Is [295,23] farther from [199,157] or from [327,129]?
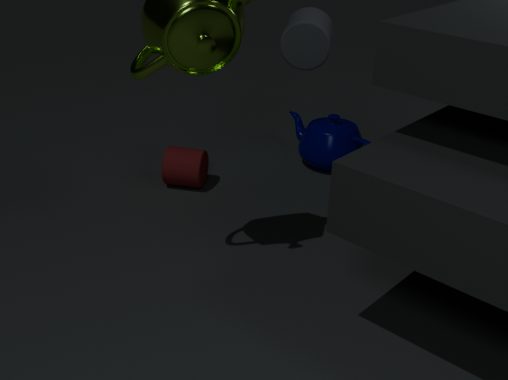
[327,129]
